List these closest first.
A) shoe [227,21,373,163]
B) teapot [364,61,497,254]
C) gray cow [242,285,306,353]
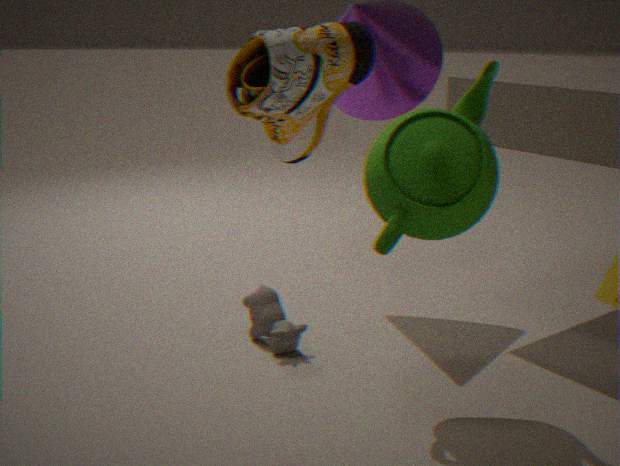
shoe [227,21,373,163]
teapot [364,61,497,254]
gray cow [242,285,306,353]
